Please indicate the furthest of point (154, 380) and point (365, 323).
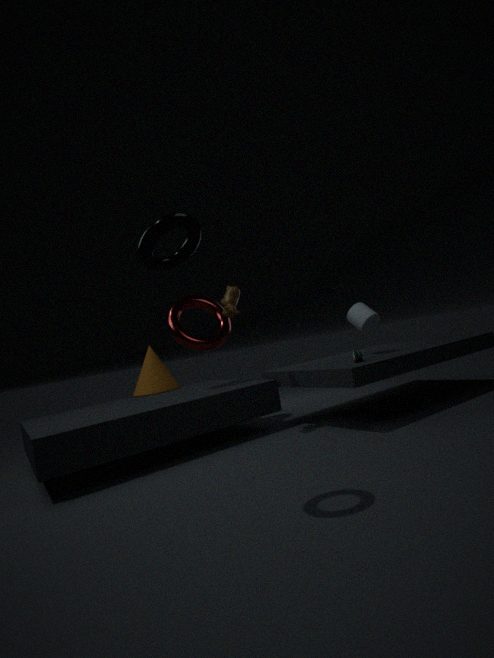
point (154, 380)
